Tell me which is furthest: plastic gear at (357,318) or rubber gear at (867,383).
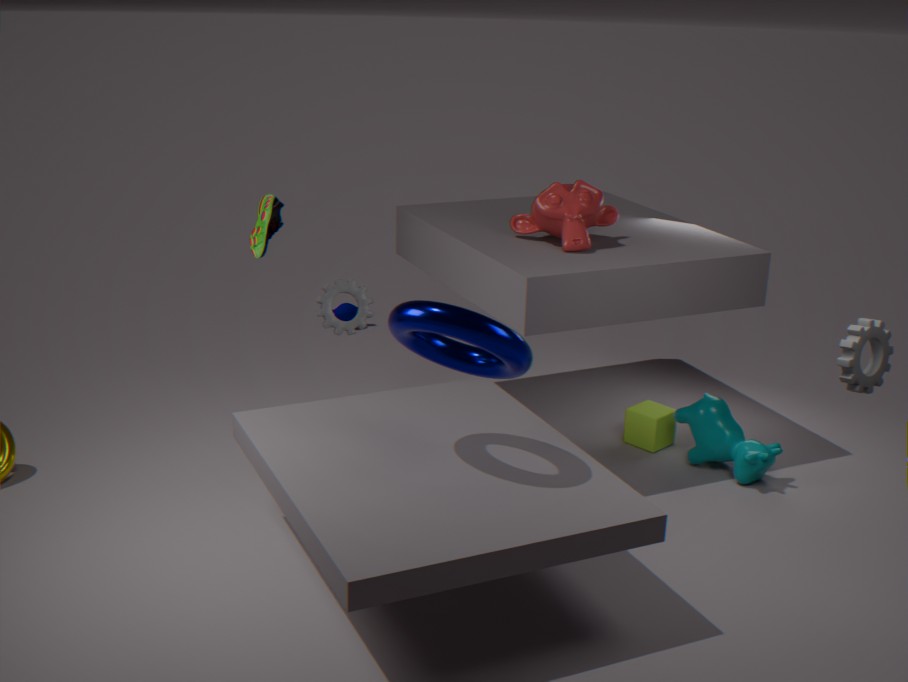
plastic gear at (357,318)
